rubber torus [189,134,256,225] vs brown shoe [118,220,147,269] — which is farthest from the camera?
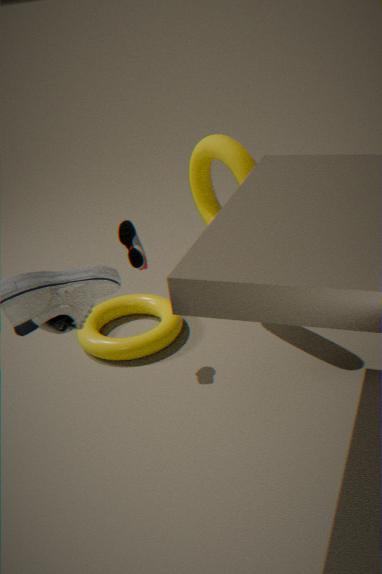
brown shoe [118,220,147,269]
